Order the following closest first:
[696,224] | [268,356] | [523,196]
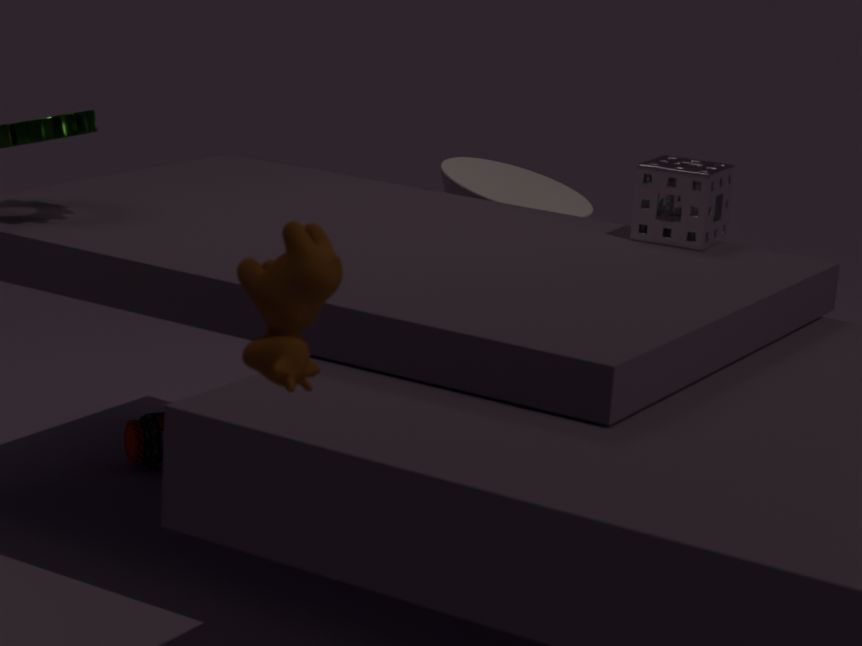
1. [268,356]
2. [696,224]
3. [523,196]
